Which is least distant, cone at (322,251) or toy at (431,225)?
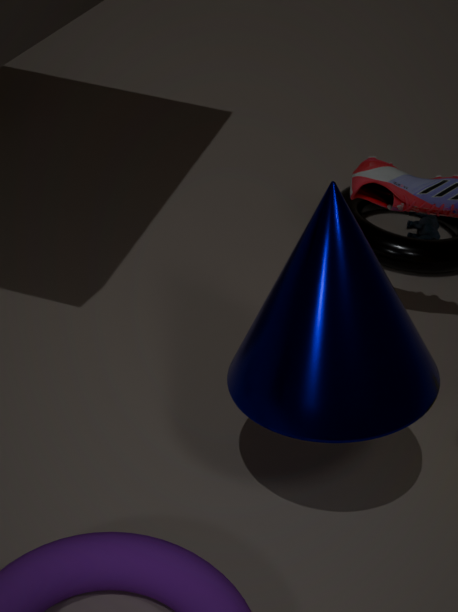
cone at (322,251)
